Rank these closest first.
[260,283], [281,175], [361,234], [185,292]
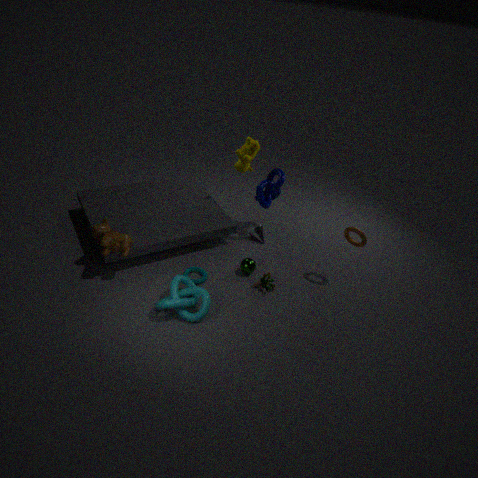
1. [185,292]
2. [361,234]
3. [260,283]
4. [281,175]
